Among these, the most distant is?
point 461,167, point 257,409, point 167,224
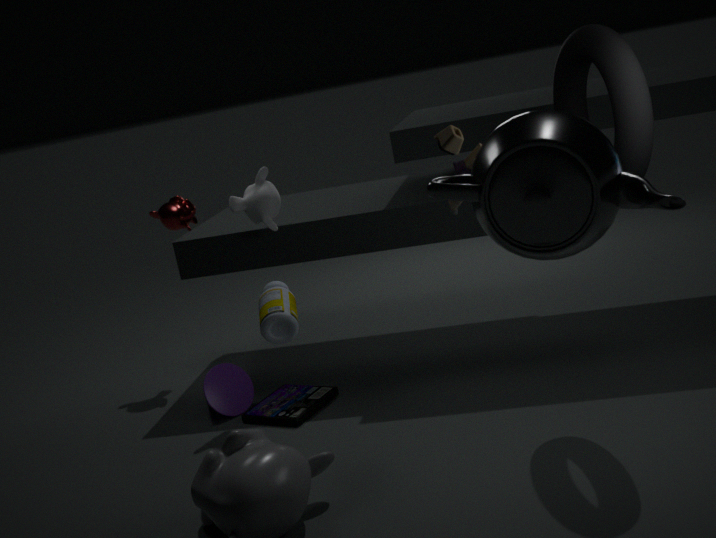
point 167,224
